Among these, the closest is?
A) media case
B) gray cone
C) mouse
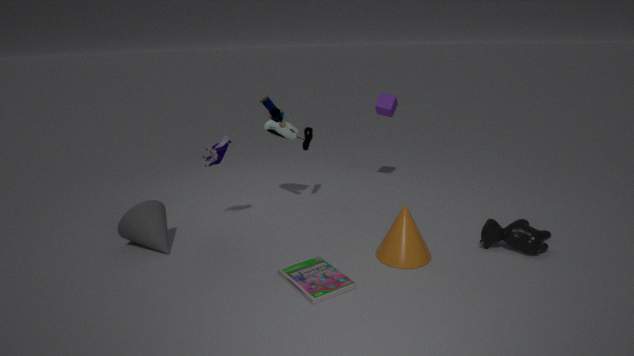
media case
